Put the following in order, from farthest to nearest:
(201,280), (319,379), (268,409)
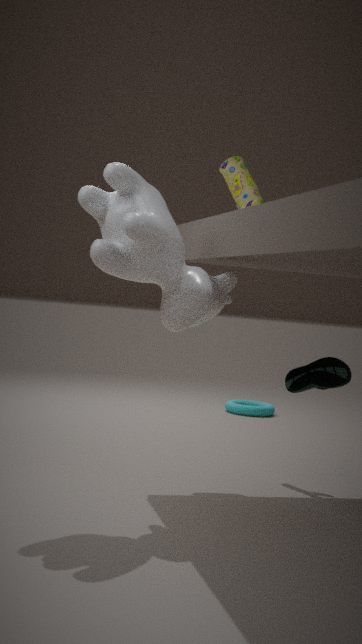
(268,409), (319,379), (201,280)
